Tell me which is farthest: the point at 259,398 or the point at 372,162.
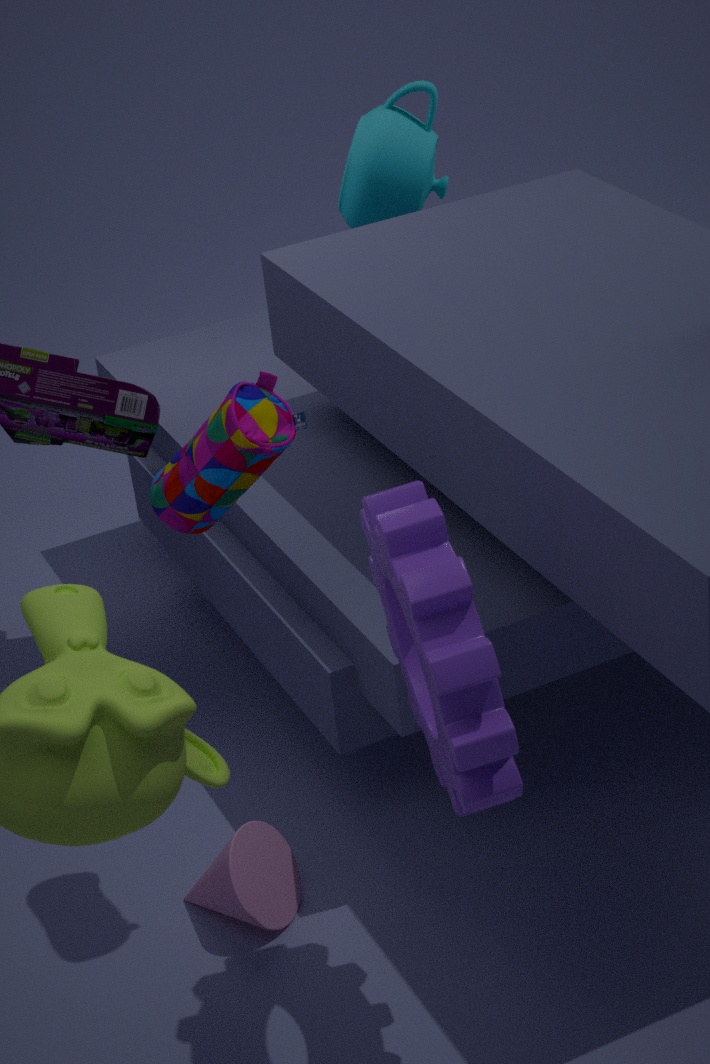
the point at 372,162
